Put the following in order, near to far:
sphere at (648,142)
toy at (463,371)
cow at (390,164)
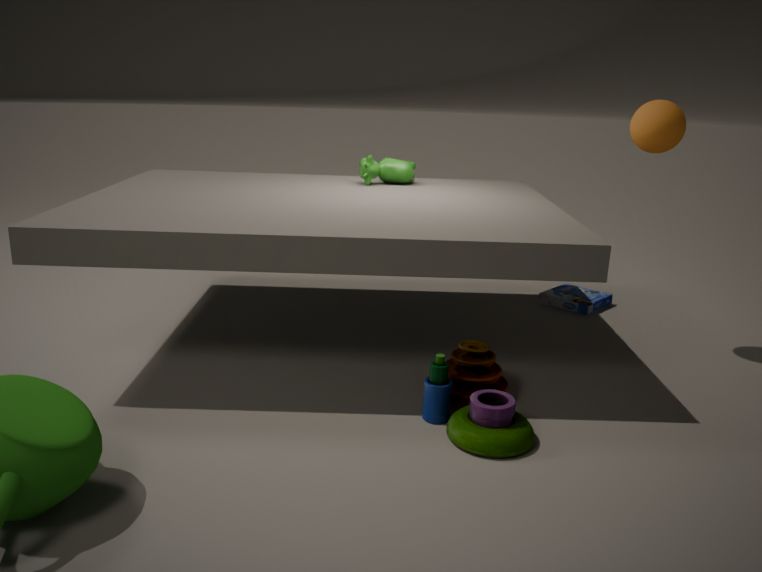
toy at (463,371) → sphere at (648,142) → cow at (390,164)
